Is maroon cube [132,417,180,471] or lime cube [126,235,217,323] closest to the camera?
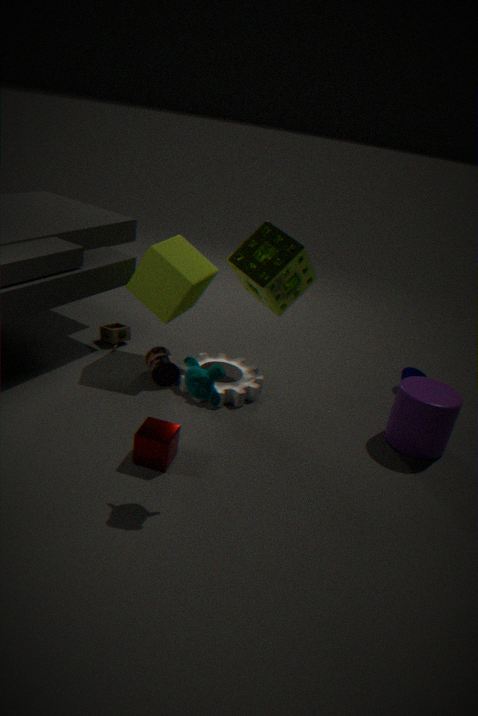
maroon cube [132,417,180,471]
